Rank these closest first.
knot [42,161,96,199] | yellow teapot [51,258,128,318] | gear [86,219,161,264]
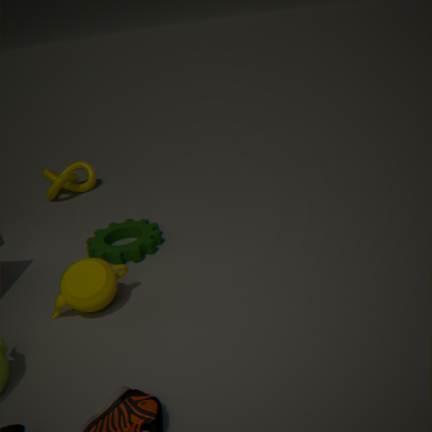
1. yellow teapot [51,258,128,318]
2. gear [86,219,161,264]
3. knot [42,161,96,199]
